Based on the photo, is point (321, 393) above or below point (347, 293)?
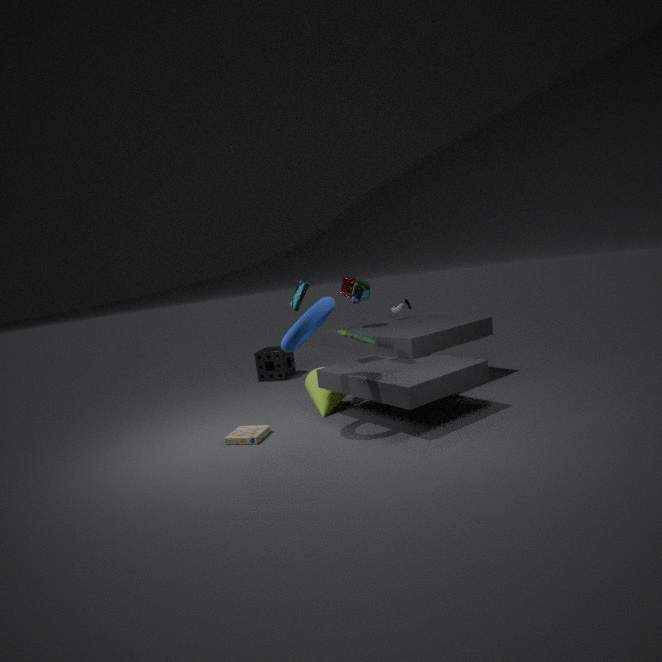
below
